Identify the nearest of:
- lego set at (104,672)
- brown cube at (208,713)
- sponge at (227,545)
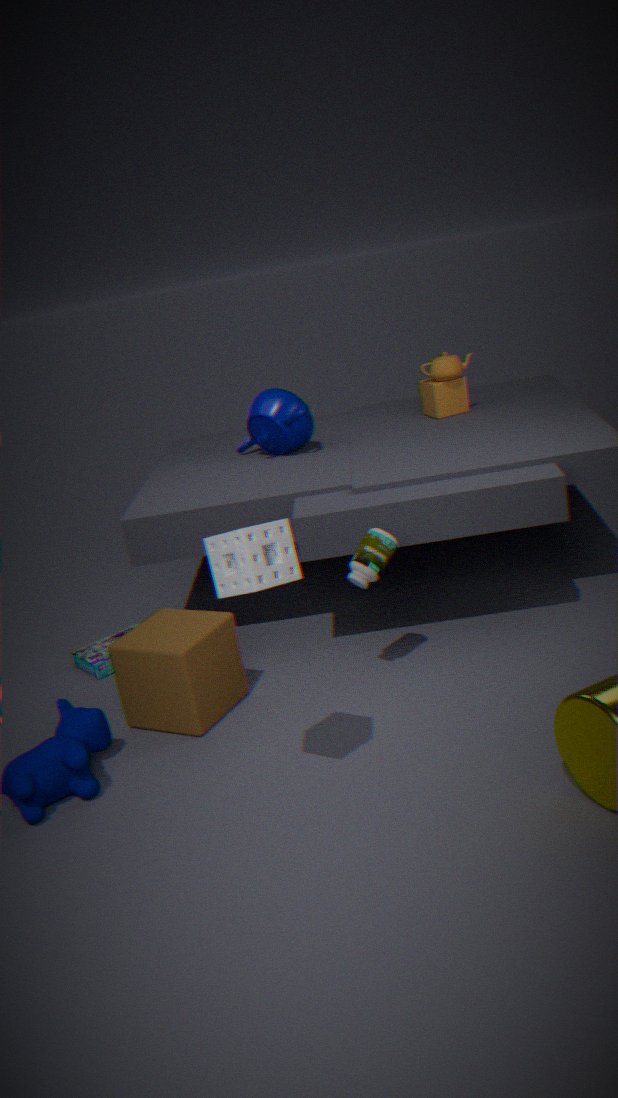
sponge at (227,545)
